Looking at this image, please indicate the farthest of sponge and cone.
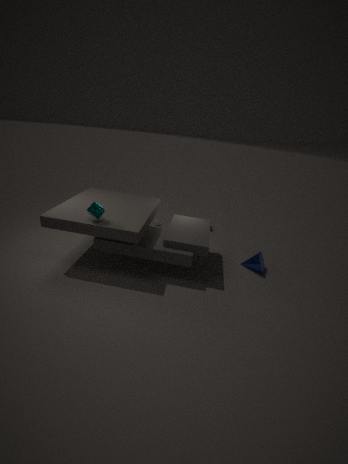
cone
